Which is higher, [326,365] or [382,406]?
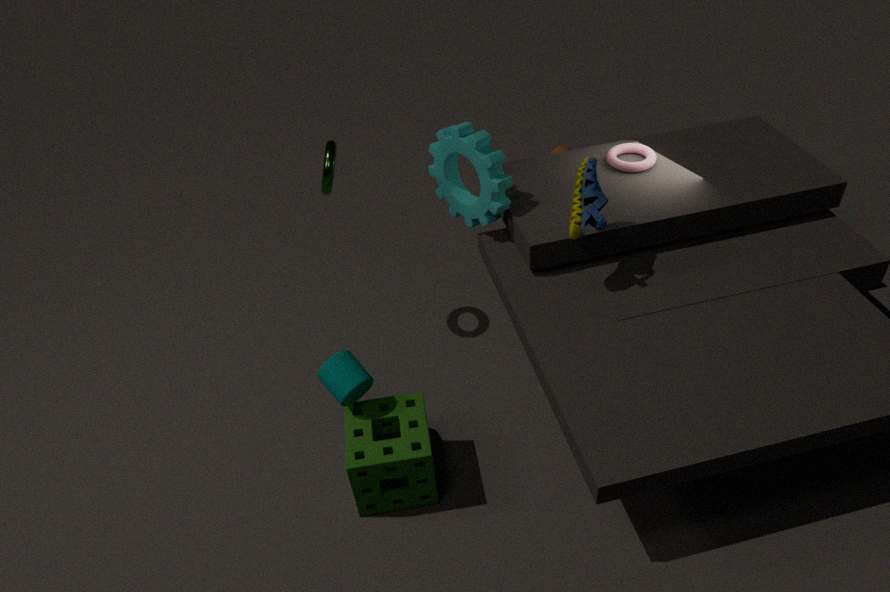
[326,365]
